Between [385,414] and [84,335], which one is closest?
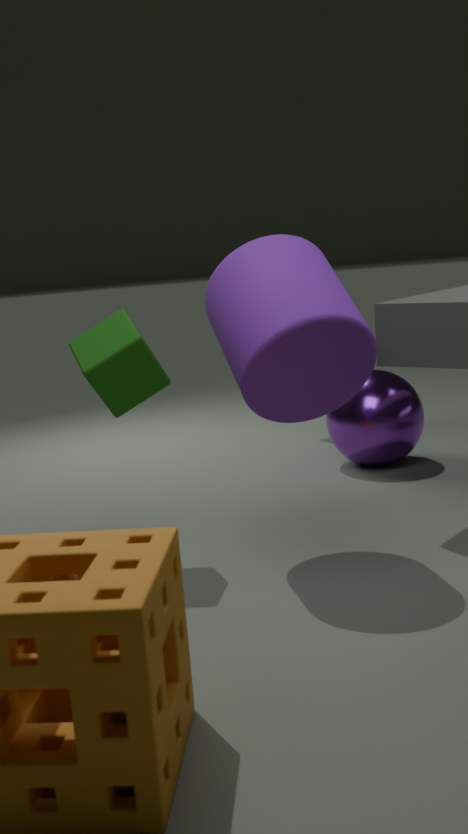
[84,335]
